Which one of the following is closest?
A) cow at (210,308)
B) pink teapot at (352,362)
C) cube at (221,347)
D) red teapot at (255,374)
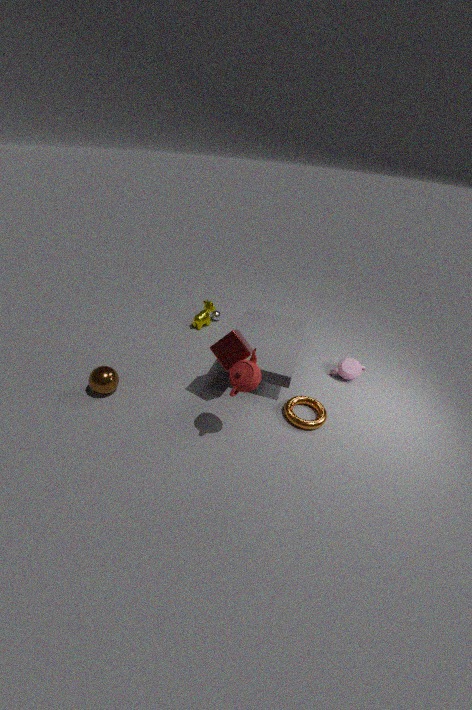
red teapot at (255,374)
